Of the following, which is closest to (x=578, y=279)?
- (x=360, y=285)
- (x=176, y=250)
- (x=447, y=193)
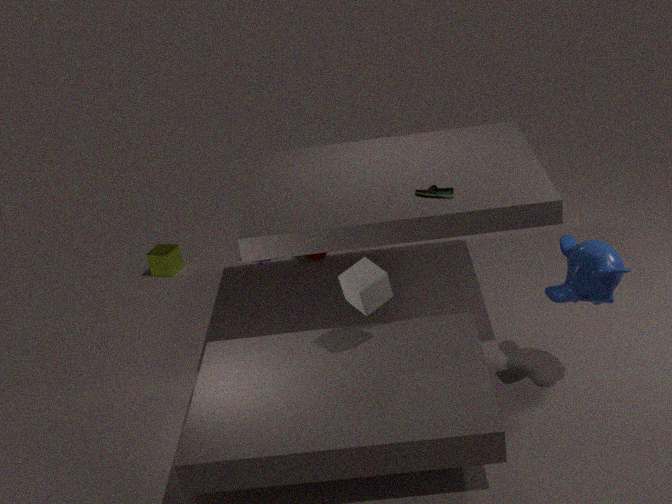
(x=447, y=193)
